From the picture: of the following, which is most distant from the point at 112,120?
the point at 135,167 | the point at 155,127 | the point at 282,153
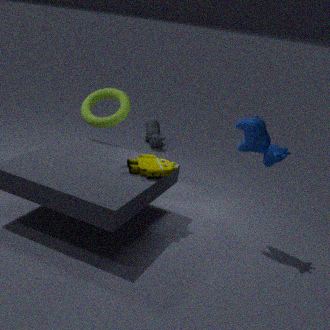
the point at 282,153
